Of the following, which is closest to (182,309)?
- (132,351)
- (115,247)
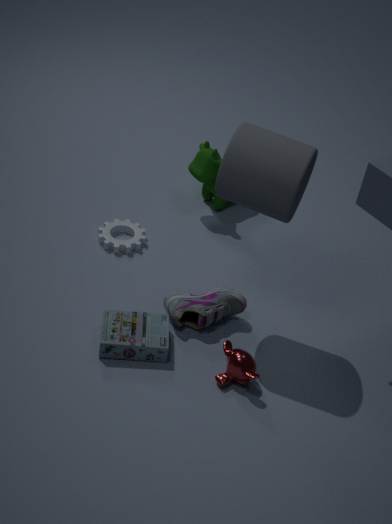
(132,351)
